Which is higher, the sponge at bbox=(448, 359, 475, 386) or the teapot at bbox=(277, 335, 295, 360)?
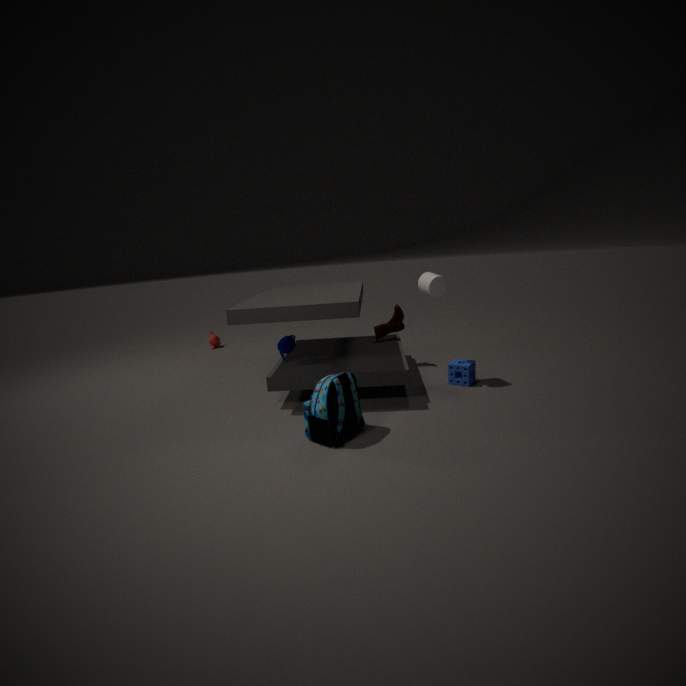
the teapot at bbox=(277, 335, 295, 360)
